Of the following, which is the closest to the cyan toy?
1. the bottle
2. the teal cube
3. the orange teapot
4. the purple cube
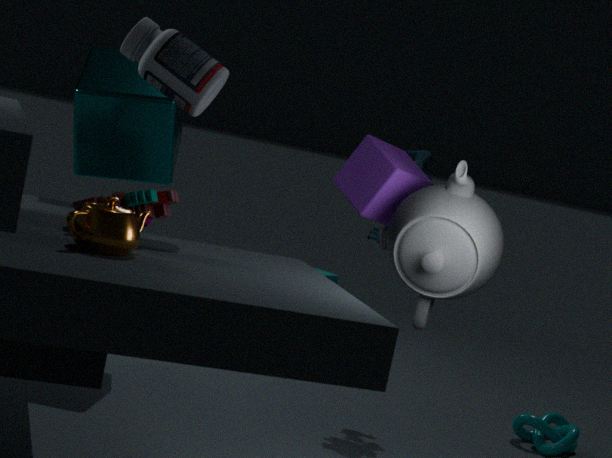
the purple cube
